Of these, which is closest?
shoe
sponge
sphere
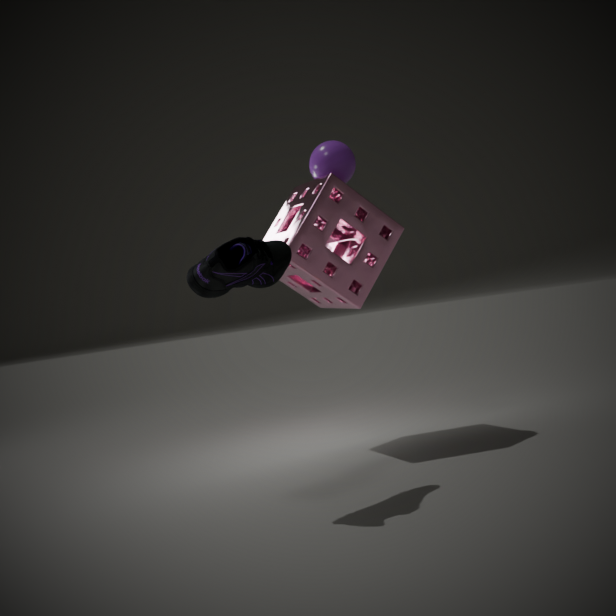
shoe
